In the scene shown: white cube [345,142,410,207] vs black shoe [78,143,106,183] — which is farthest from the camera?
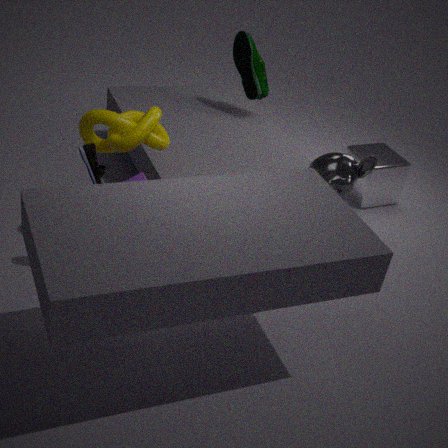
white cube [345,142,410,207]
